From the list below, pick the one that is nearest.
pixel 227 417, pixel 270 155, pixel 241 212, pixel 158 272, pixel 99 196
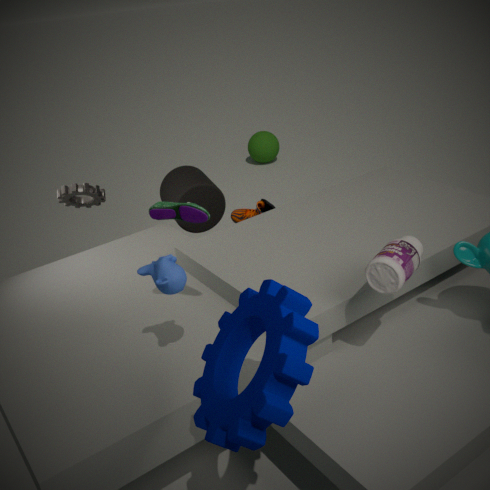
pixel 227 417
